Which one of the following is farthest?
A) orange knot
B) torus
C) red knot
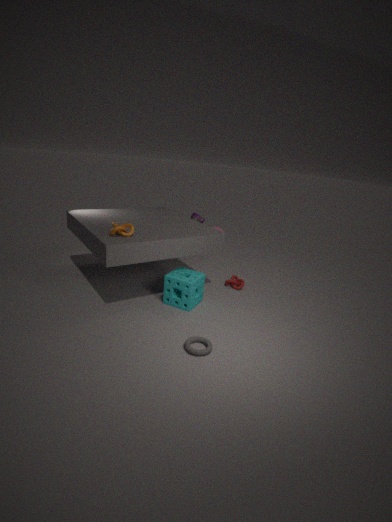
C. red knot
